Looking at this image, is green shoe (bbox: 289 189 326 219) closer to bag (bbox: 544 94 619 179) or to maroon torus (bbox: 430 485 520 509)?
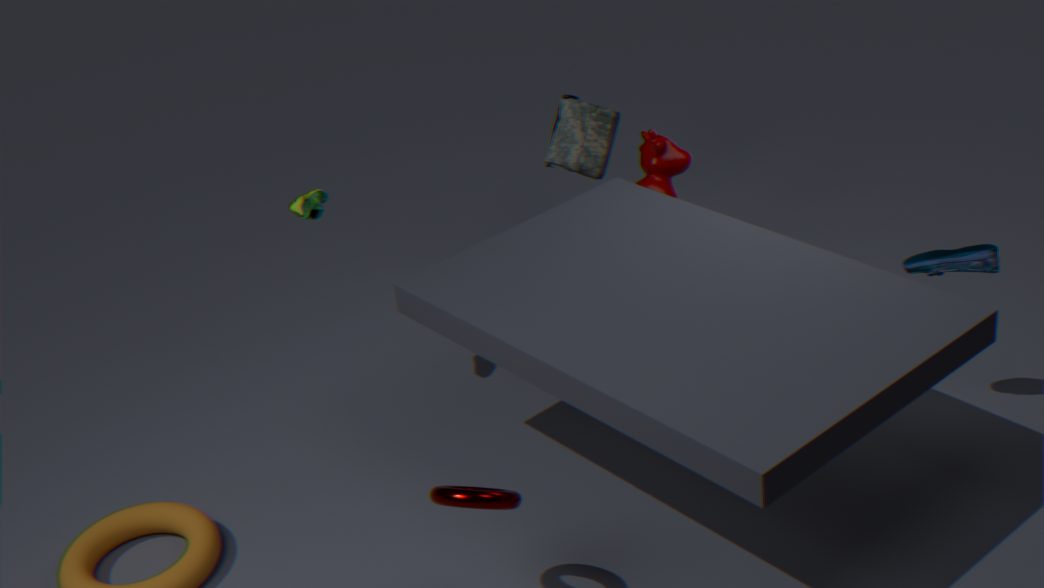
bag (bbox: 544 94 619 179)
